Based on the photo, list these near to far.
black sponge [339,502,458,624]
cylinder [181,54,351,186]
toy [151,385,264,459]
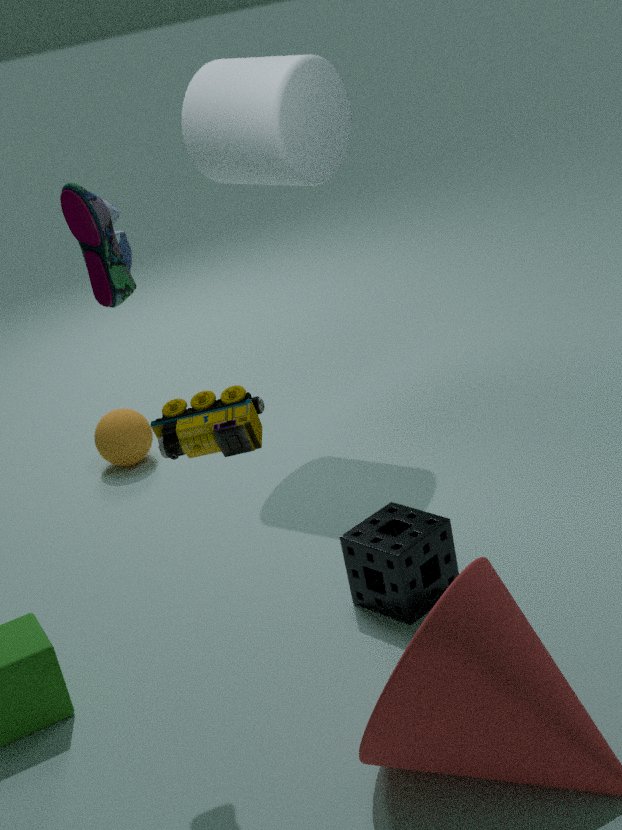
toy [151,385,264,459] < black sponge [339,502,458,624] < cylinder [181,54,351,186]
